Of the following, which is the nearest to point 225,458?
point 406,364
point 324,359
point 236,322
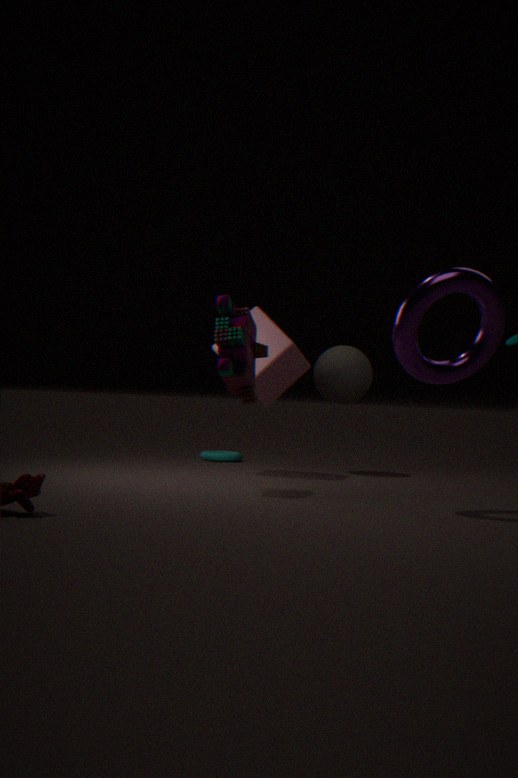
point 324,359
